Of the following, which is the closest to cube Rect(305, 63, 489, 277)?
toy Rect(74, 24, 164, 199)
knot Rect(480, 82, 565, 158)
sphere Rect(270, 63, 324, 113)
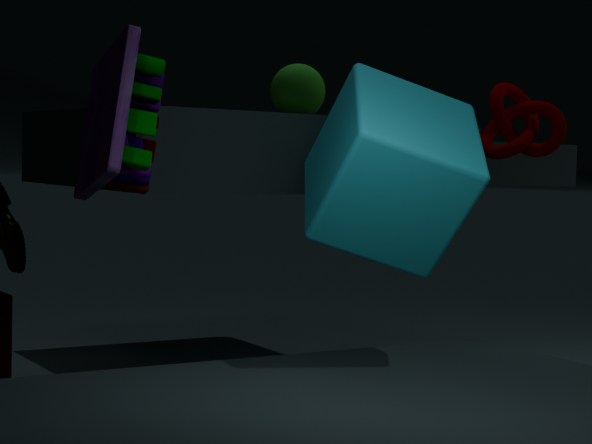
knot Rect(480, 82, 565, 158)
